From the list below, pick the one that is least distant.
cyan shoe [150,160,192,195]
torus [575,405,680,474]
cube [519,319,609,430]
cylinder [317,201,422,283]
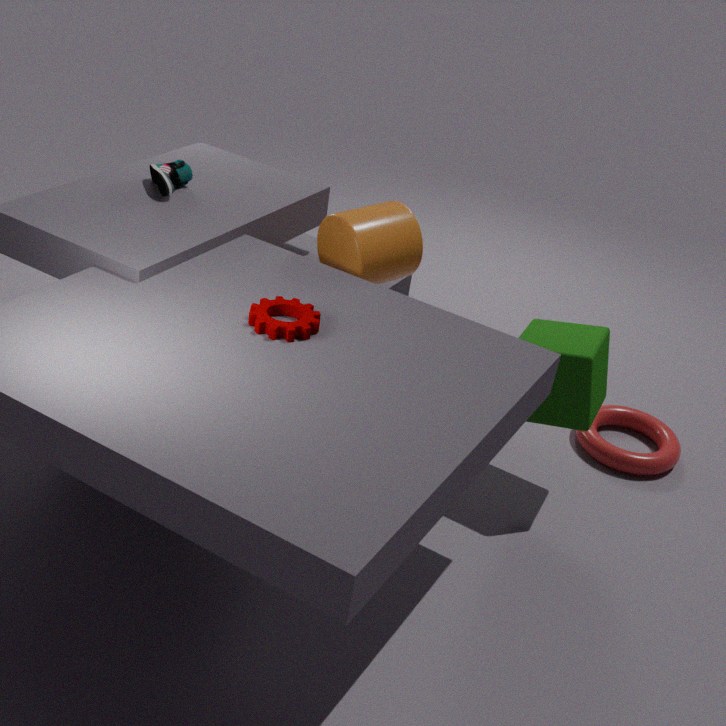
cube [519,319,609,430]
